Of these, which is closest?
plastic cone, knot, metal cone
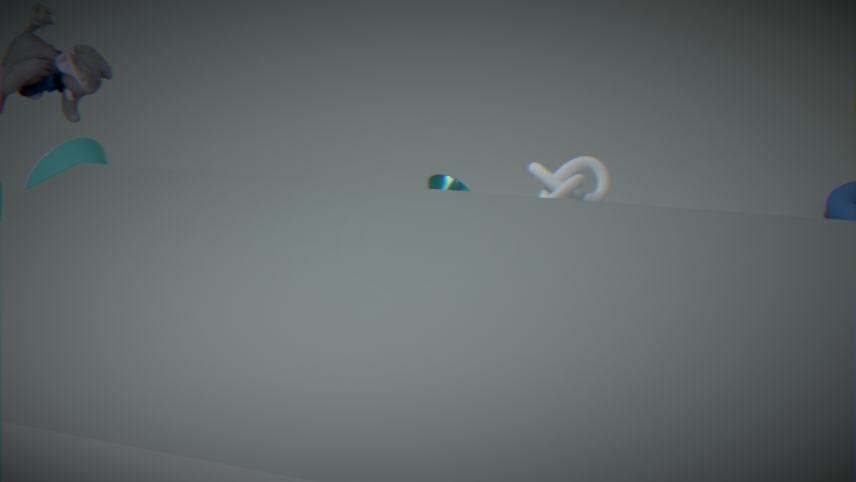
knot
